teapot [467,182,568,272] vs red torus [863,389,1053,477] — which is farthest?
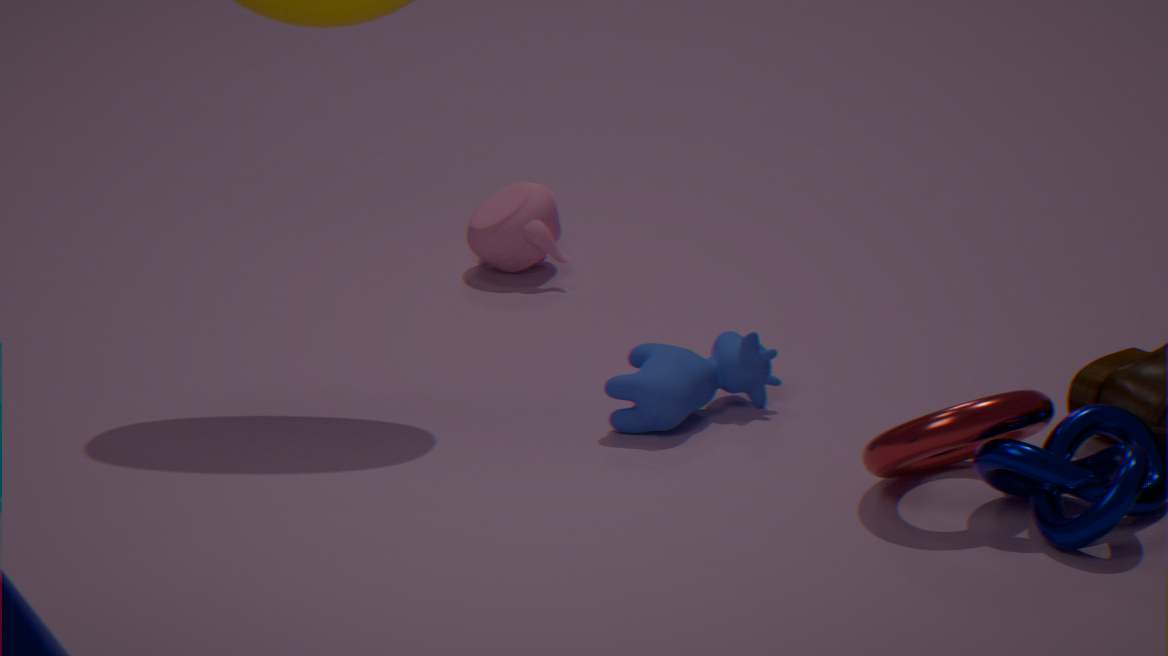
teapot [467,182,568,272]
